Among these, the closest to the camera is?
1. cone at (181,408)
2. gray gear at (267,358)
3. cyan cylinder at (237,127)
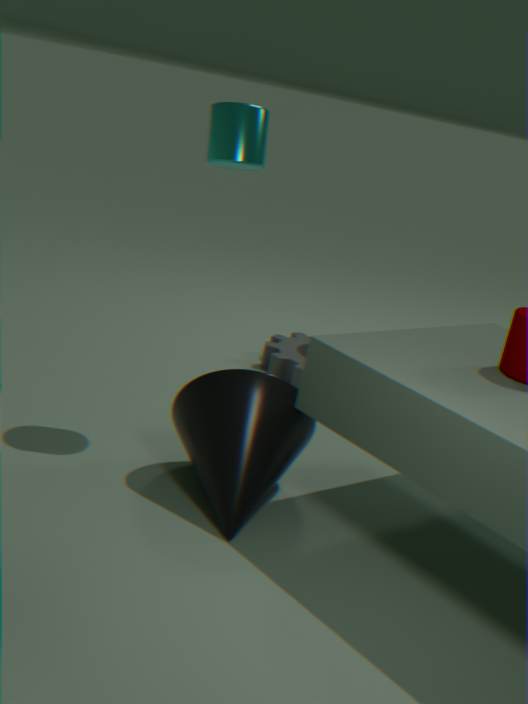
cone at (181,408)
